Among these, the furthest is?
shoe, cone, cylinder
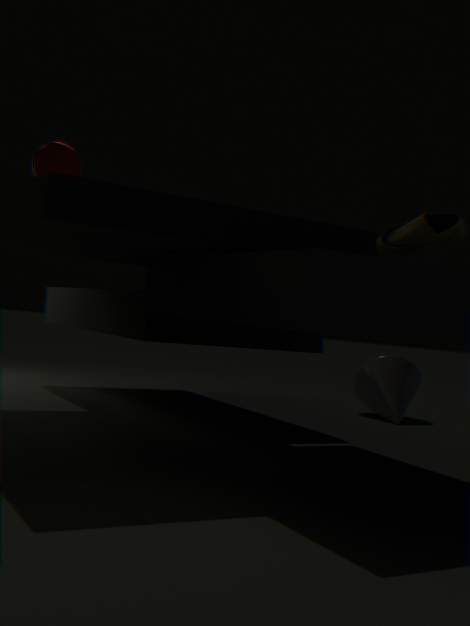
cone
